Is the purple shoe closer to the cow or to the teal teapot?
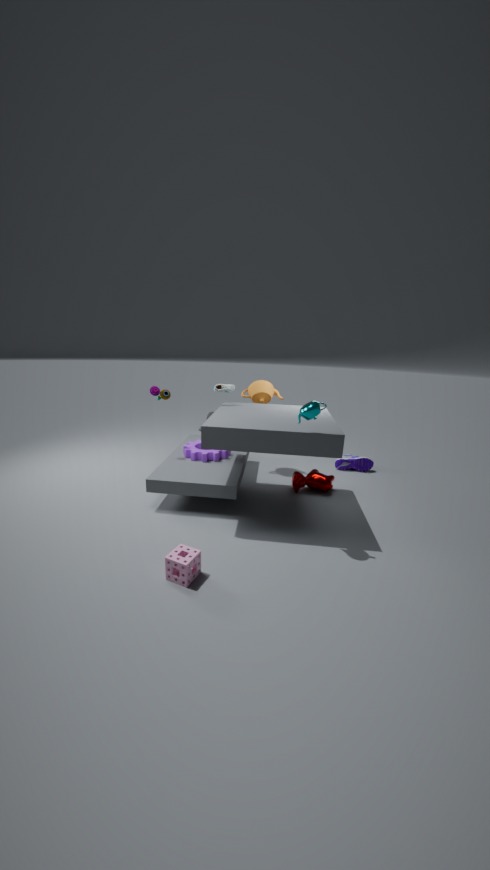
the cow
